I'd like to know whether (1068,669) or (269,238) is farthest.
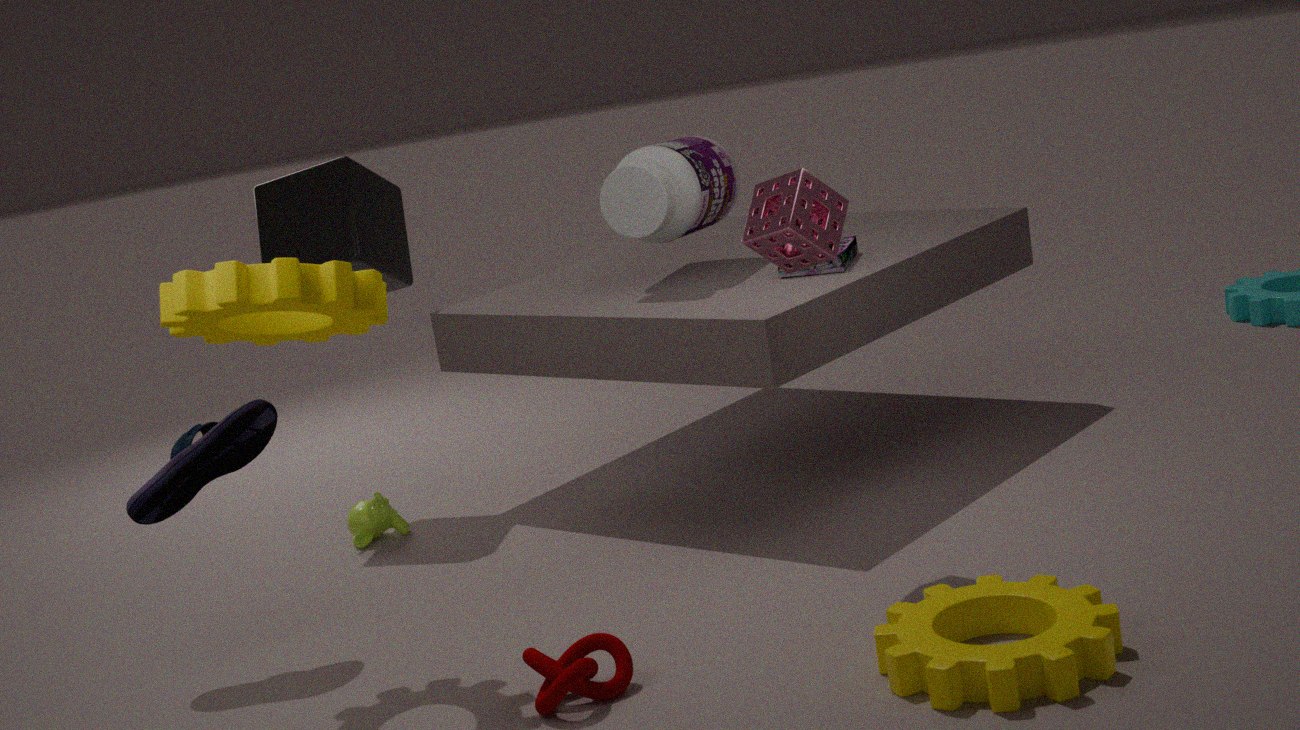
(269,238)
